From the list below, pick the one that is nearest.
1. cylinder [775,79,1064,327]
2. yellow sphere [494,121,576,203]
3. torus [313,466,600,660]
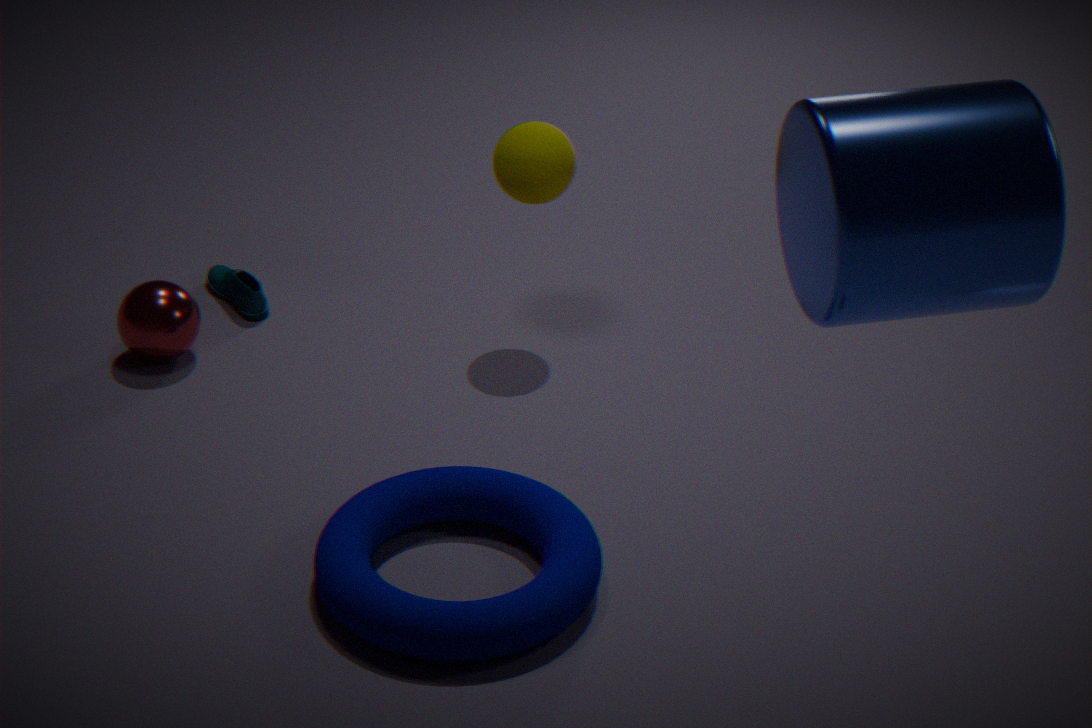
cylinder [775,79,1064,327]
